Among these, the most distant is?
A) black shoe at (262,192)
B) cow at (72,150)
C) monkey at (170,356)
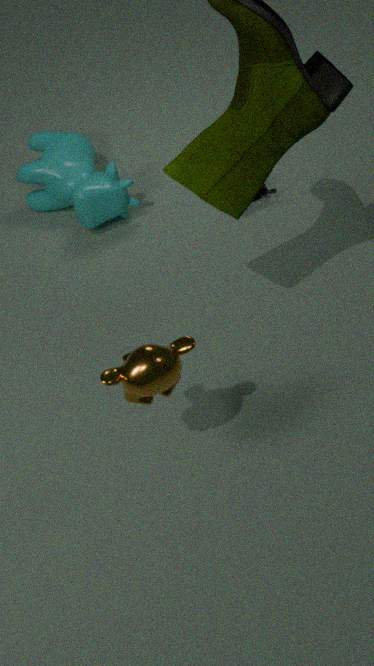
black shoe at (262,192)
